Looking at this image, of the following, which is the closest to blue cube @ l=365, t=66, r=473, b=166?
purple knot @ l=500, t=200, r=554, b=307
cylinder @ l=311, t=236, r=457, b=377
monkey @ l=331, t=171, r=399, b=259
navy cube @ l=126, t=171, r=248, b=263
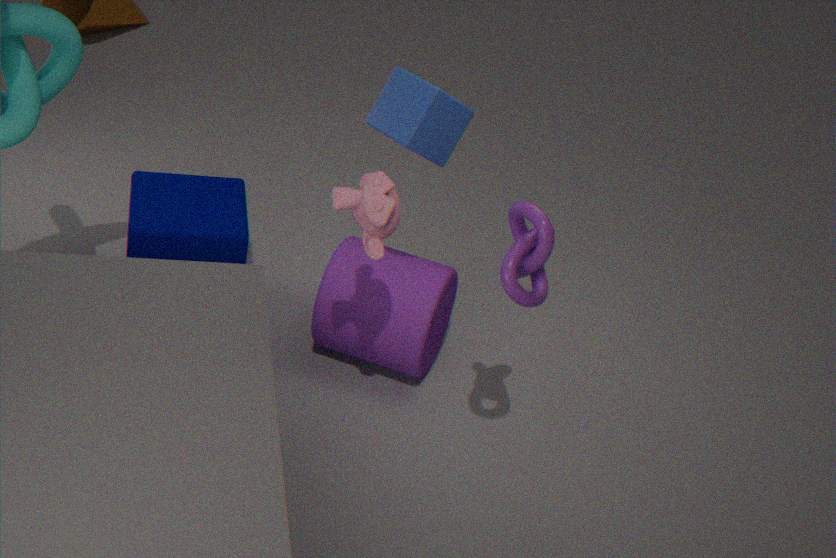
monkey @ l=331, t=171, r=399, b=259
